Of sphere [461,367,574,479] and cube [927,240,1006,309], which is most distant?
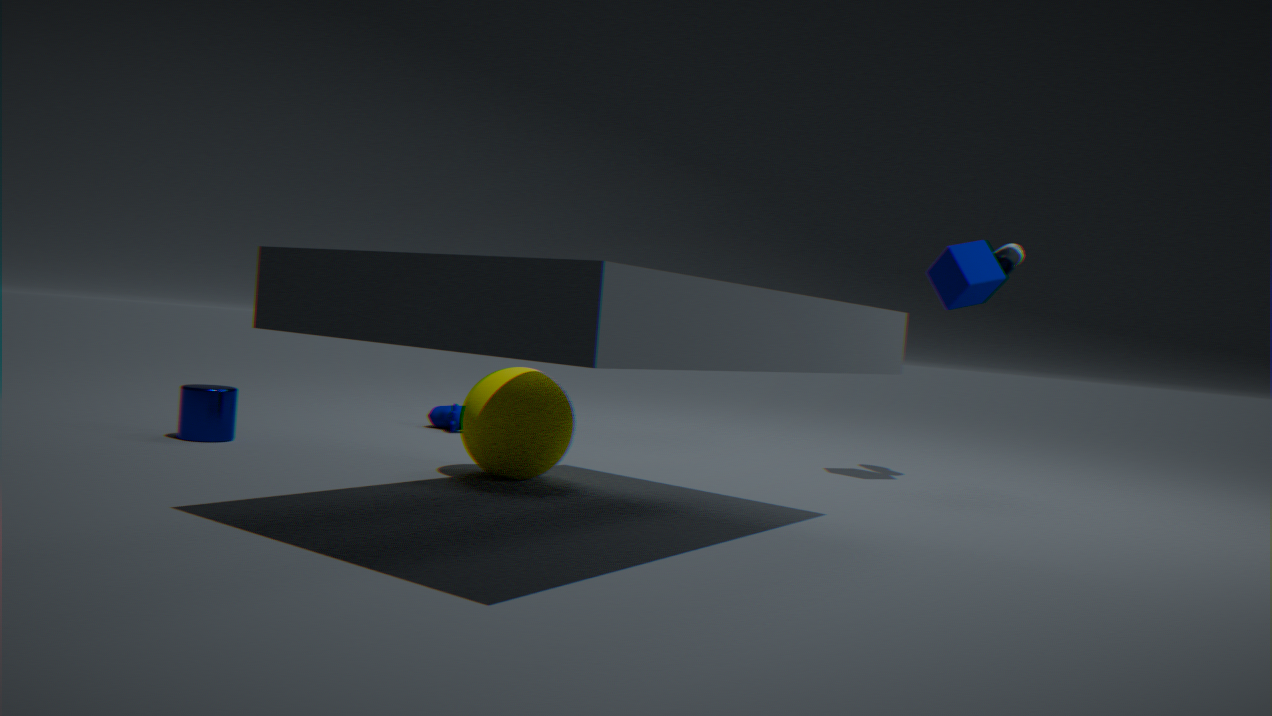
cube [927,240,1006,309]
